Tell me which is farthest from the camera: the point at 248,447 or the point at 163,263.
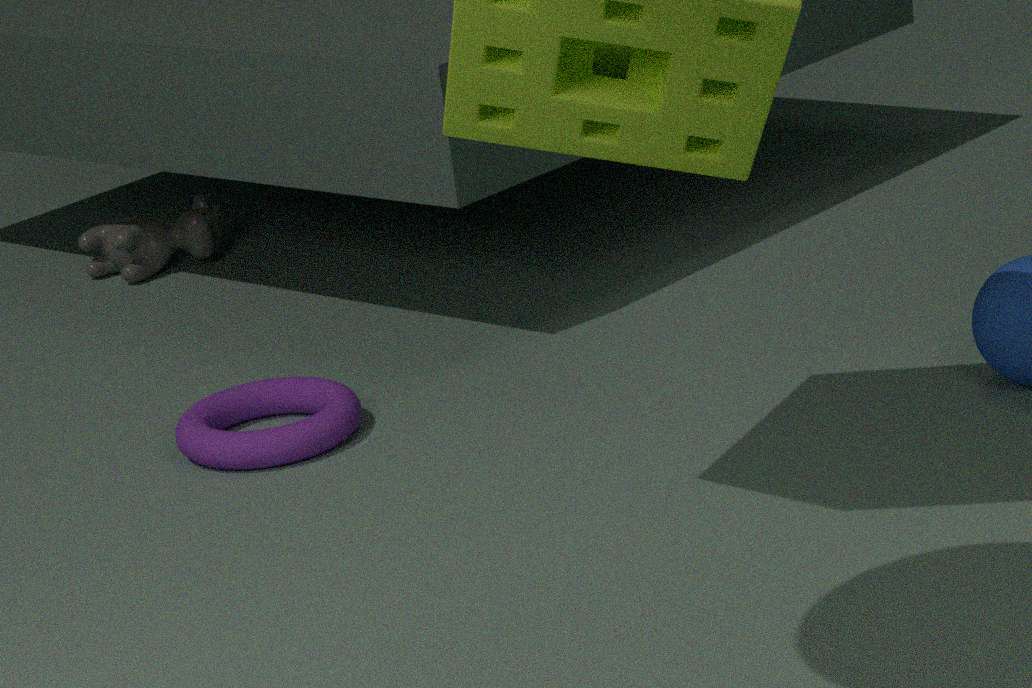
the point at 163,263
